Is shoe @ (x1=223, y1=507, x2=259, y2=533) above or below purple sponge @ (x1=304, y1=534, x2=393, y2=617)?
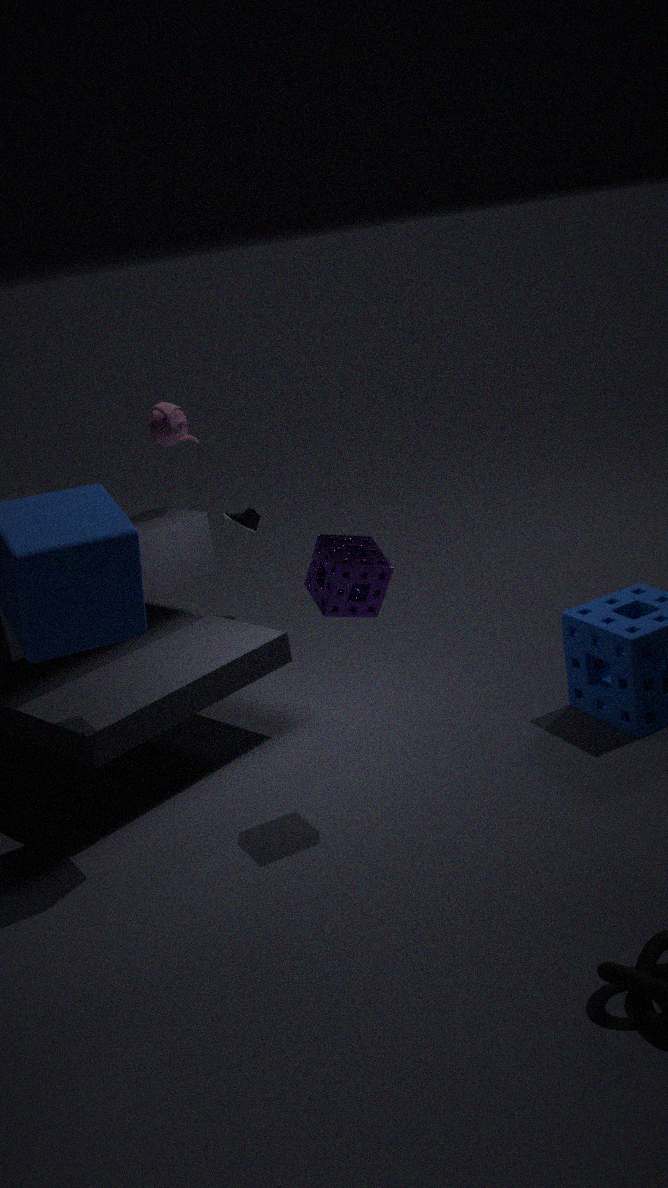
below
